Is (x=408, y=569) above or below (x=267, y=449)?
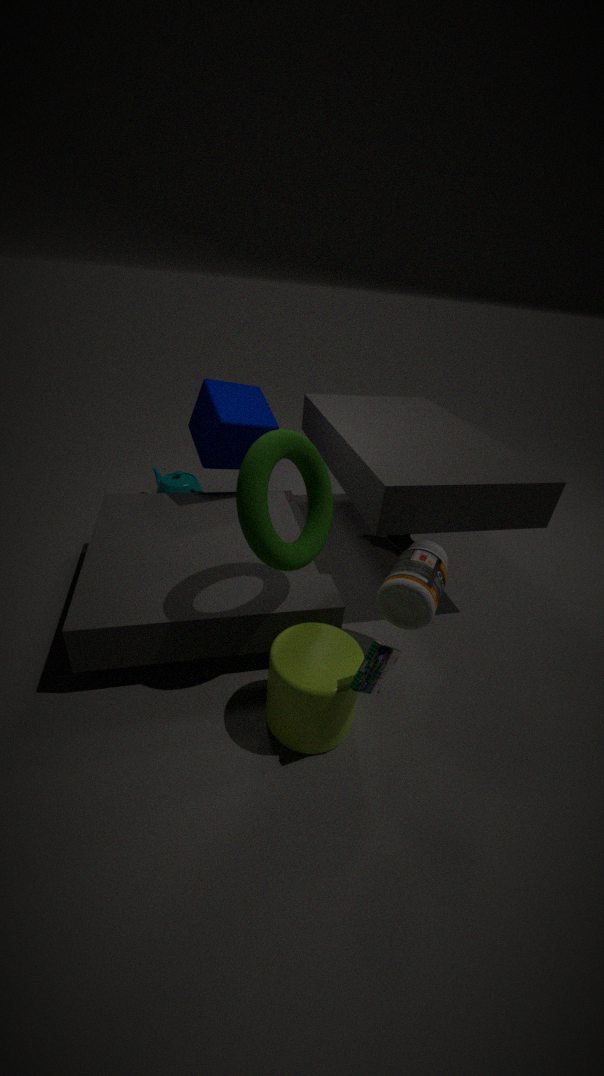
below
